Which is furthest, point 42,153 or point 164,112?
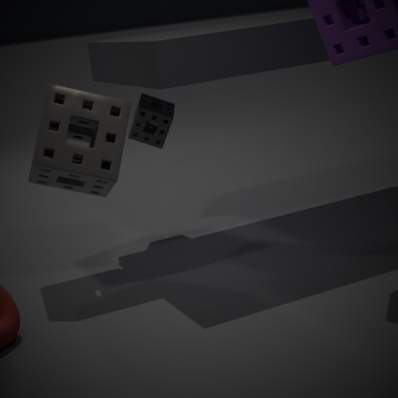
point 164,112
